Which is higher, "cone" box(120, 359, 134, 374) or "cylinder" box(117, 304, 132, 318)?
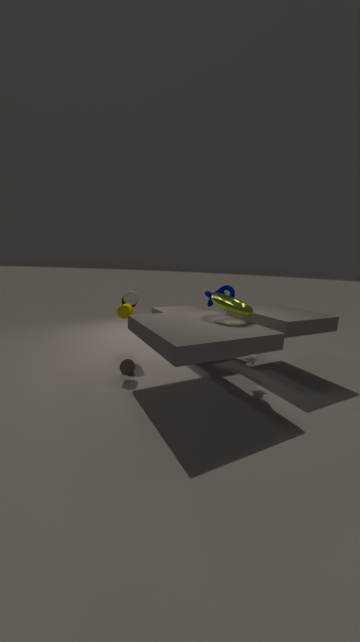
"cylinder" box(117, 304, 132, 318)
